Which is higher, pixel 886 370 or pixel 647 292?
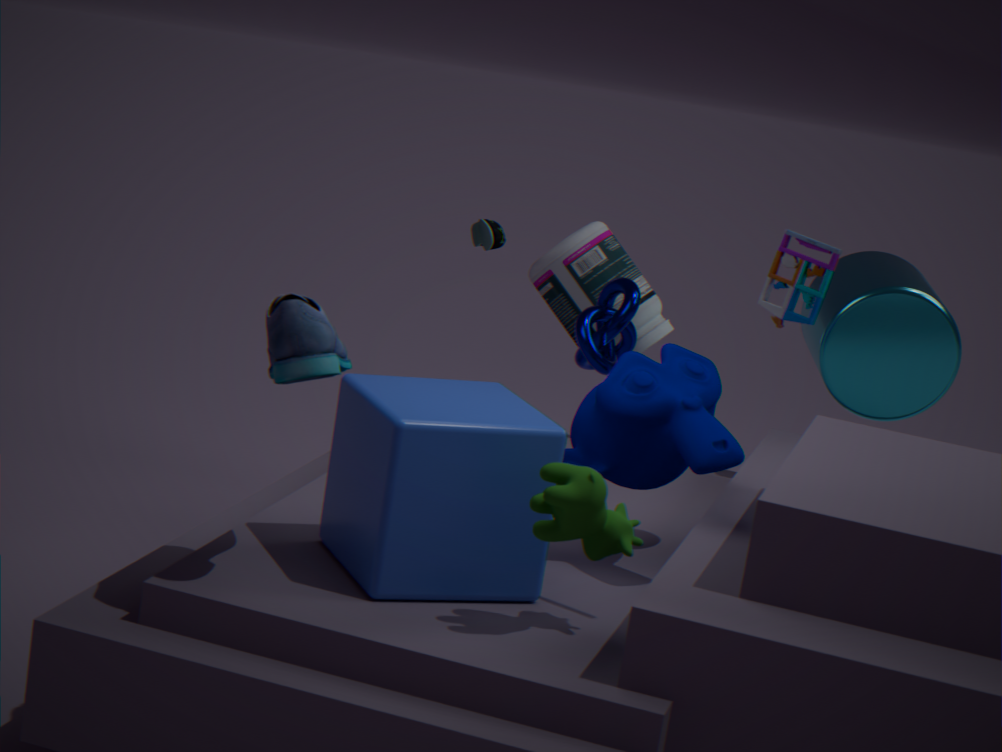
pixel 886 370
